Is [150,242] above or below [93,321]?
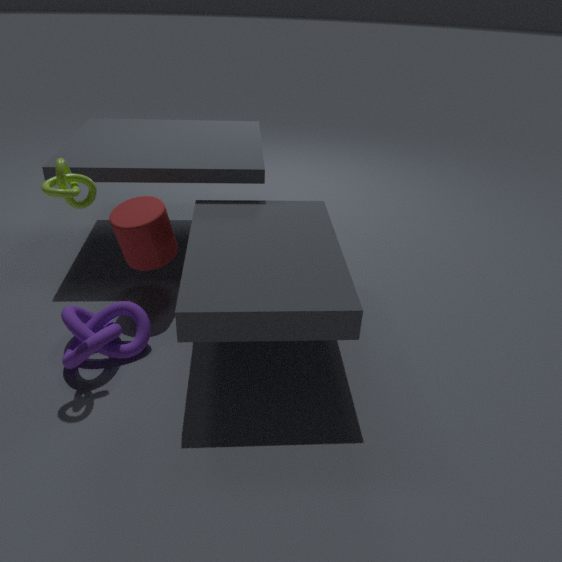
above
